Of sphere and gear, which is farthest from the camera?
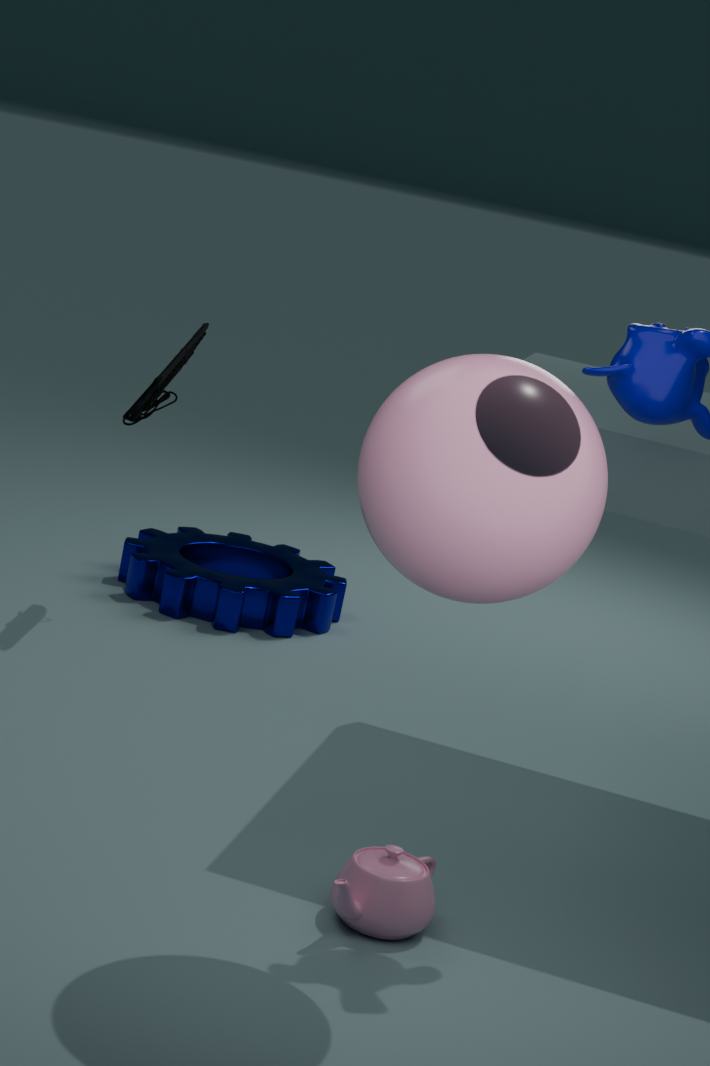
gear
